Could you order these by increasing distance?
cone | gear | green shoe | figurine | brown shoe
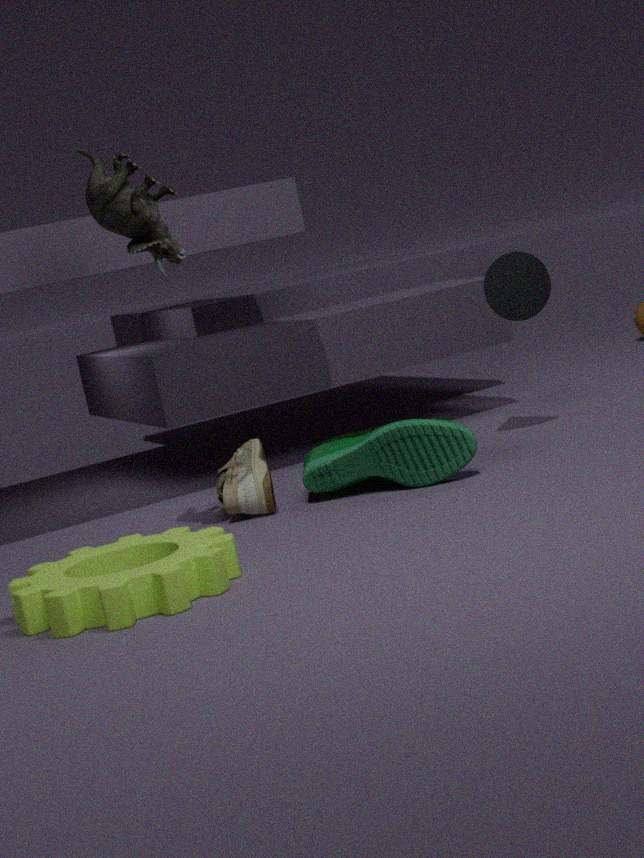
gear < figurine < green shoe < brown shoe < cone
